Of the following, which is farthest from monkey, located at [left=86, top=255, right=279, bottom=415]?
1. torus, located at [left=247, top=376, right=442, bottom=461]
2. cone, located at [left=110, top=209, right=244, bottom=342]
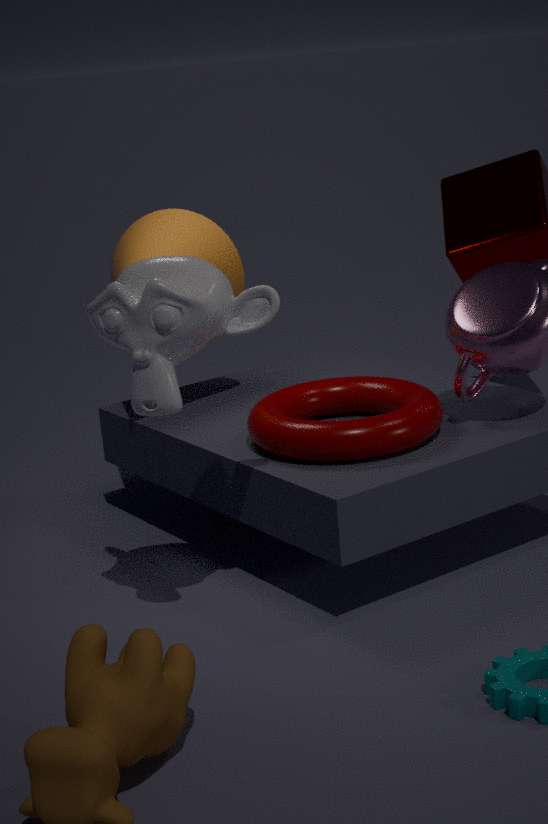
torus, located at [left=247, top=376, right=442, bottom=461]
